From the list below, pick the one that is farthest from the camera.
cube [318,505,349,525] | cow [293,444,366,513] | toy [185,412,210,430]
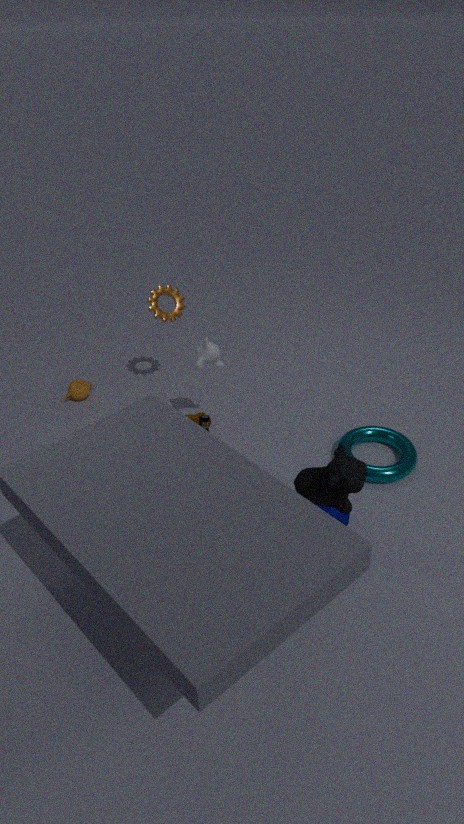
toy [185,412,210,430]
